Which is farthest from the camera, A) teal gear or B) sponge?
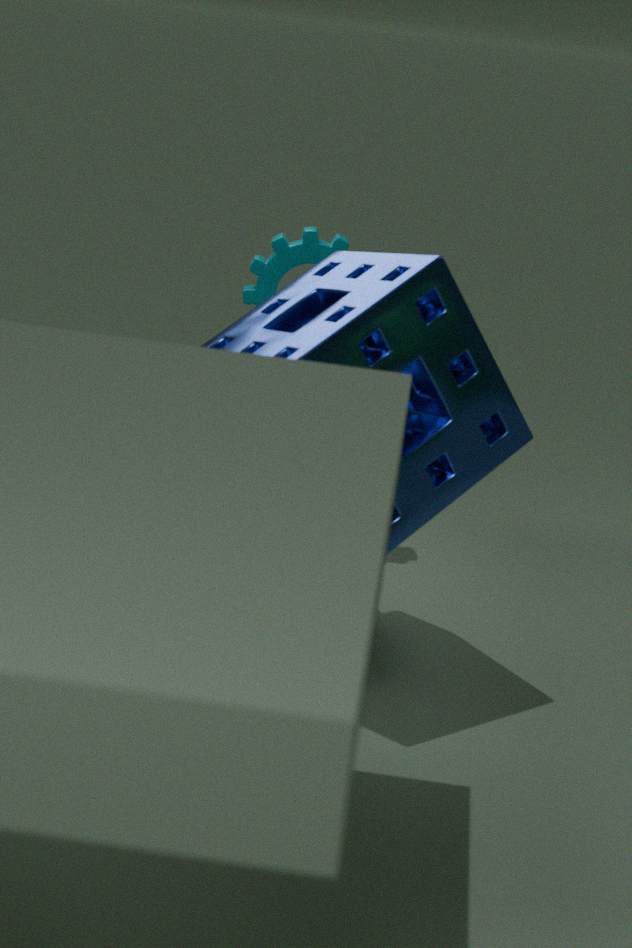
A. teal gear
